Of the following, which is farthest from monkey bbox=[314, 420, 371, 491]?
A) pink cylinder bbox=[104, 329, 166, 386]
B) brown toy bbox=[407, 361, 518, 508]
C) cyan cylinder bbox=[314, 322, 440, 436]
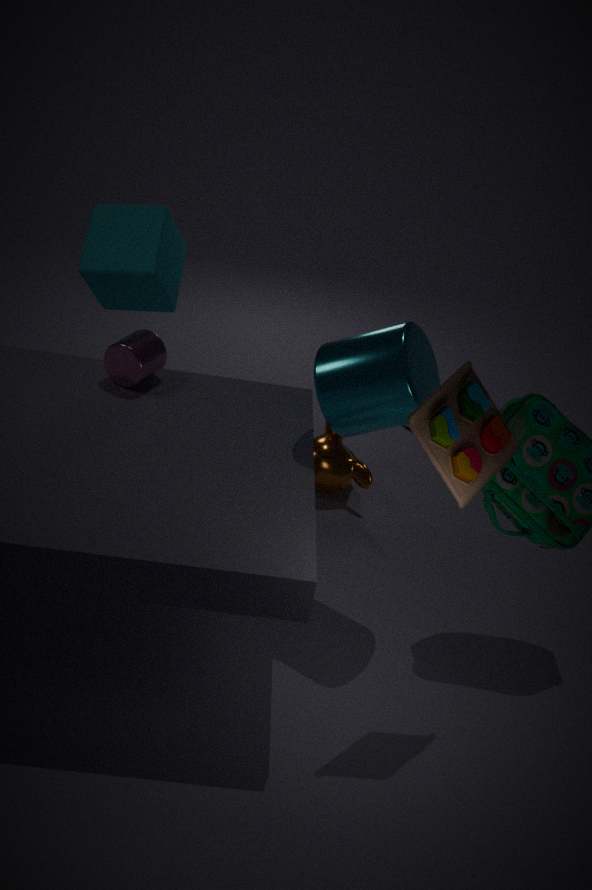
brown toy bbox=[407, 361, 518, 508]
